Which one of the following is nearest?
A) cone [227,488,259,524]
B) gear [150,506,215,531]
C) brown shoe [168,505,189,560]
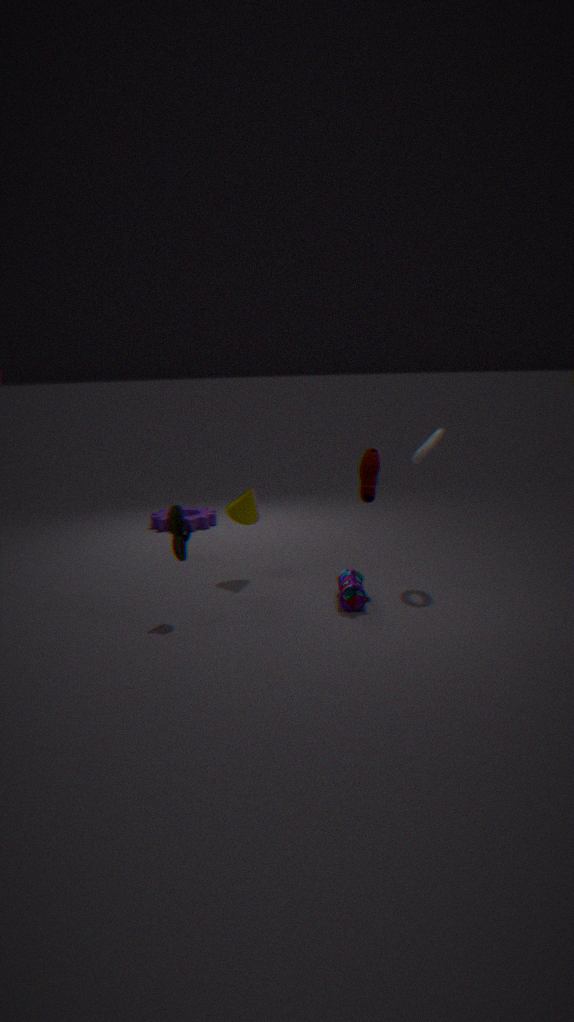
brown shoe [168,505,189,560]
